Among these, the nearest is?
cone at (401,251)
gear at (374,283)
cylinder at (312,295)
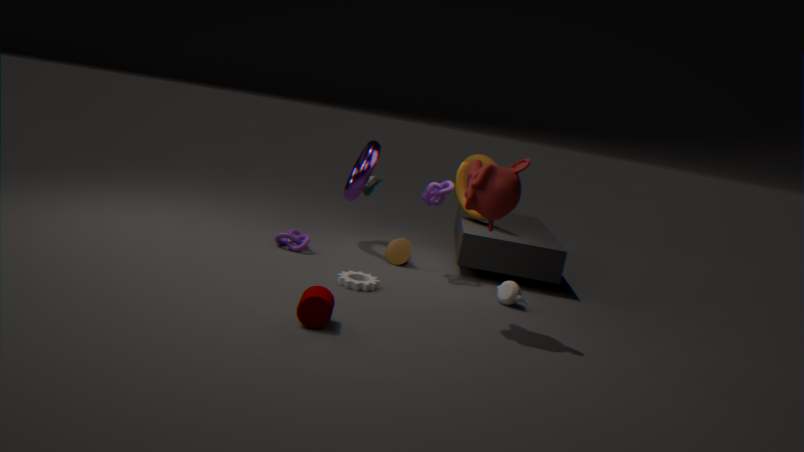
cylinder at (312,295)
